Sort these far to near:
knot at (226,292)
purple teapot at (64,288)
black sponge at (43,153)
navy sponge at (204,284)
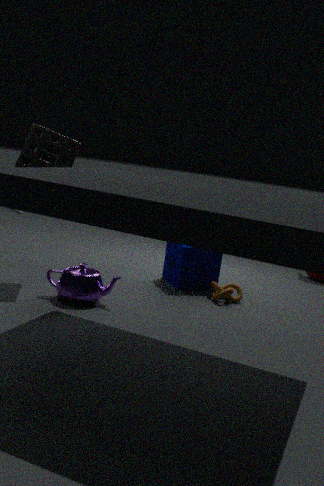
navy sponge at (204,284), knot at (226,292), black sponge at (43,153), purple teapot at (64,288)
